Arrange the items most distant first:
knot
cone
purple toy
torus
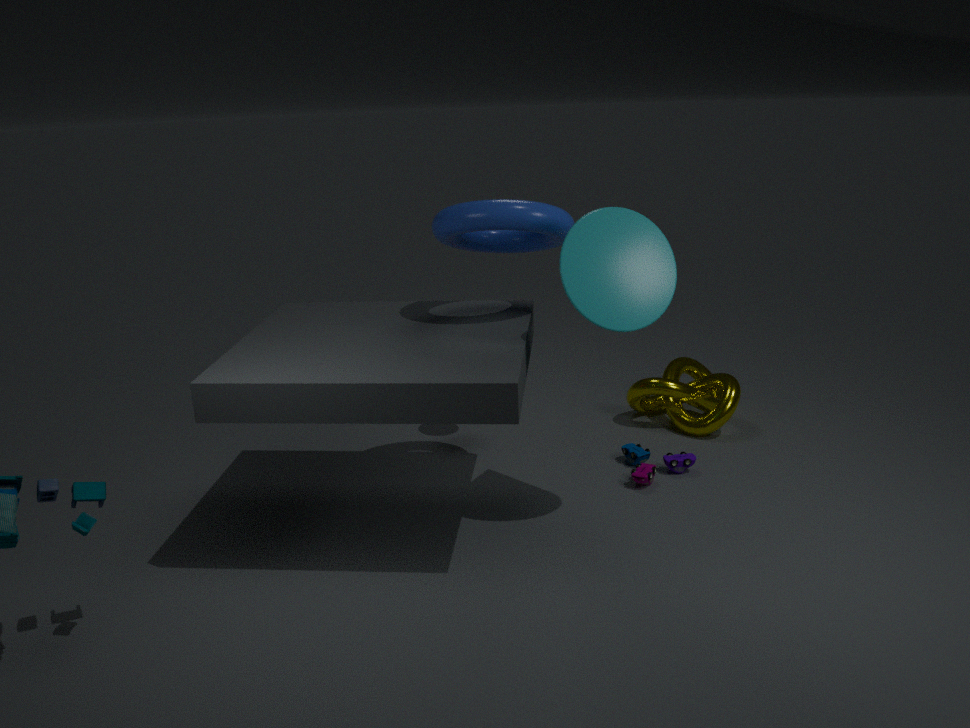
1. knot
2. purple toy
3. torus
4. cone
